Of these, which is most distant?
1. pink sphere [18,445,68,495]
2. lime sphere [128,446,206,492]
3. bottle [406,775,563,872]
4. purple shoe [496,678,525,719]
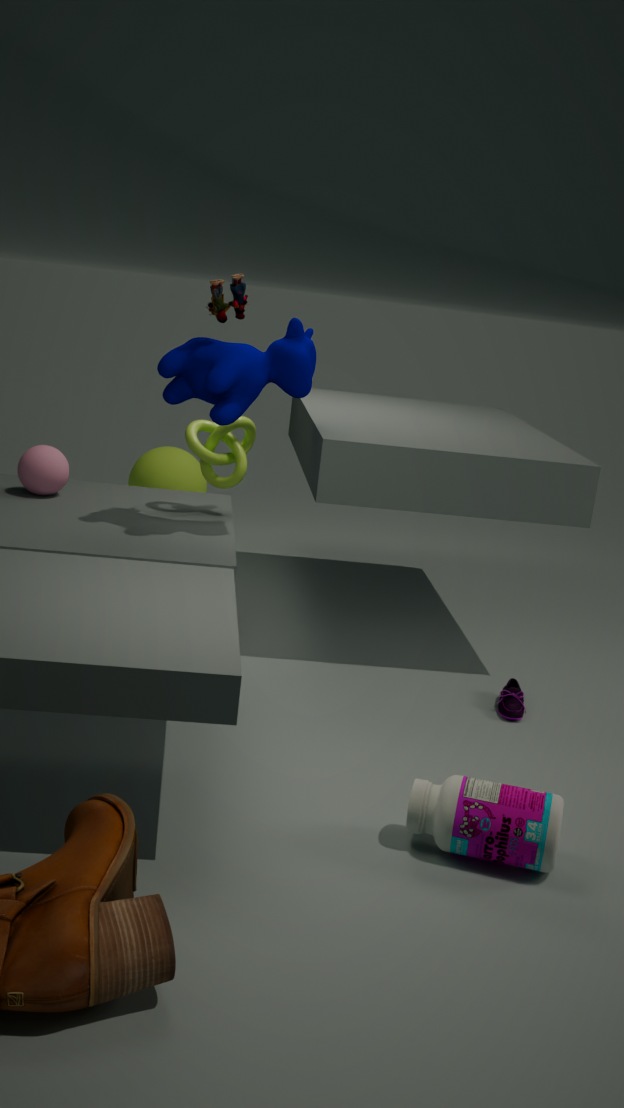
lime sphere [128,446,206,492]
